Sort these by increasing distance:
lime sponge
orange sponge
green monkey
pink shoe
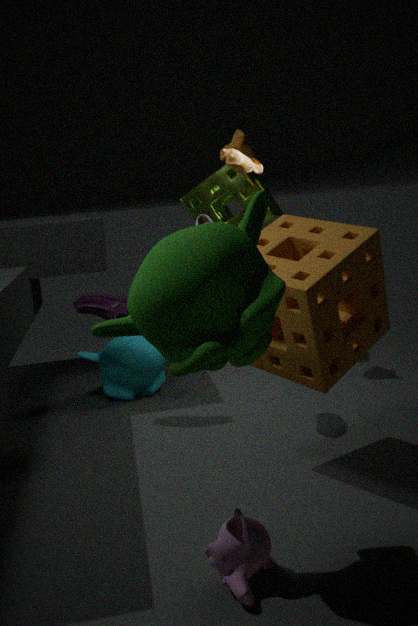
green monkey, orange sponge, pink shoe, lime sponge
